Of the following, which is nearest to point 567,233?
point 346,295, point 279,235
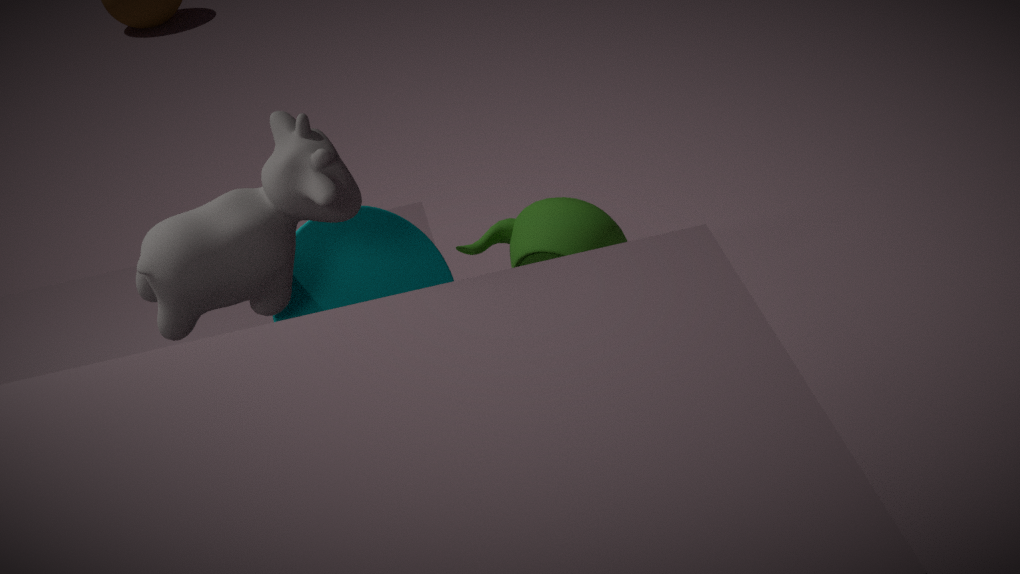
point 346,295
